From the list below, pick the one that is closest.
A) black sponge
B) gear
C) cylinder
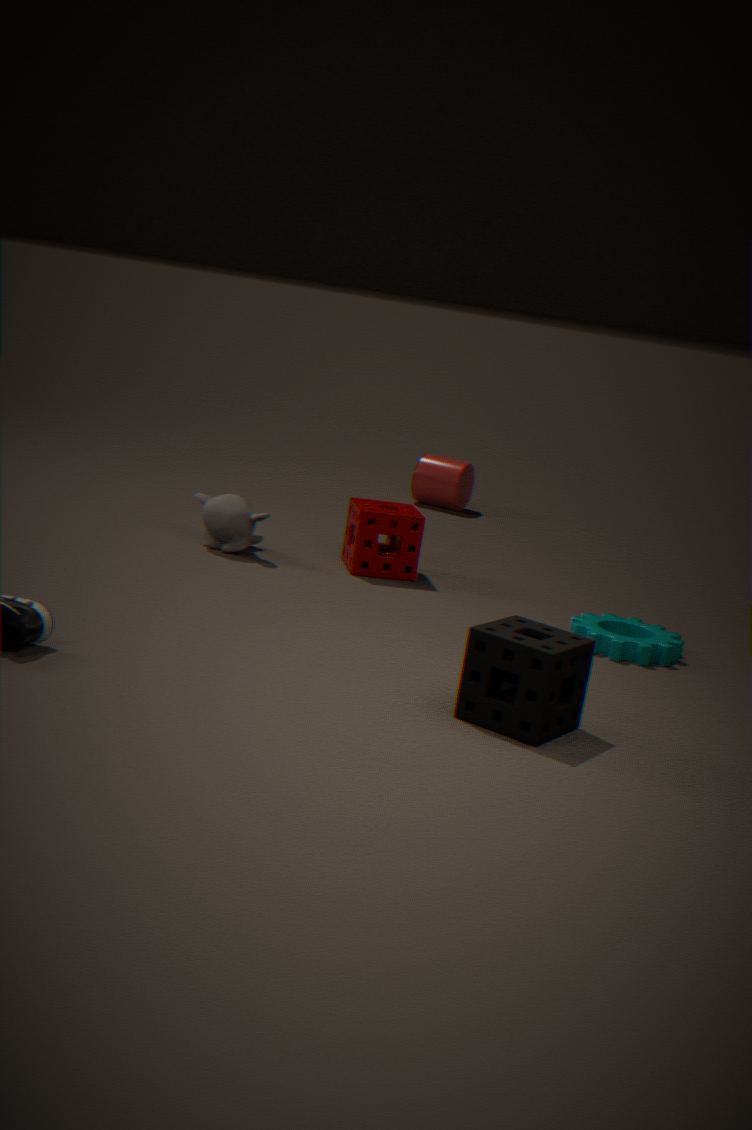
black sponge
